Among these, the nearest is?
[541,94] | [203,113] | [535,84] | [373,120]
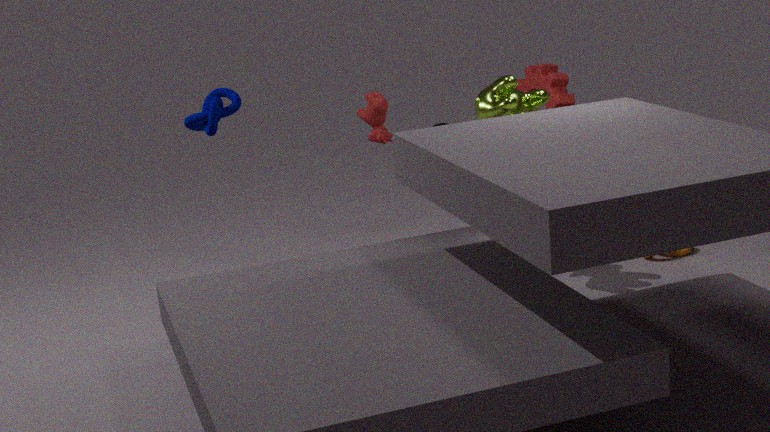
[203,113]
